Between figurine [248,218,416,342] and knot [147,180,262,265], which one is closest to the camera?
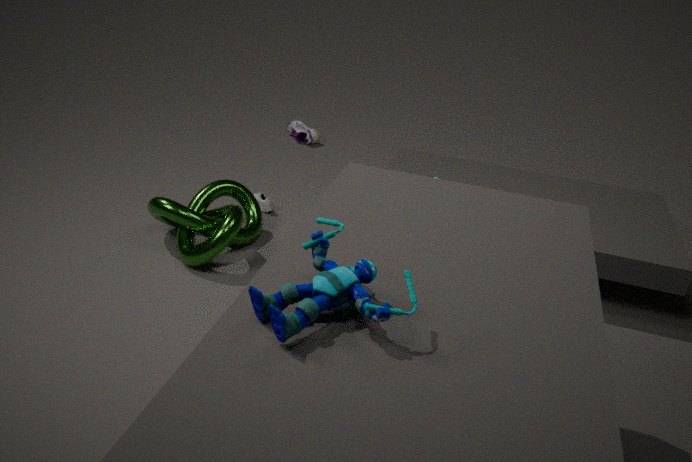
figurine [248,218,416,342]
